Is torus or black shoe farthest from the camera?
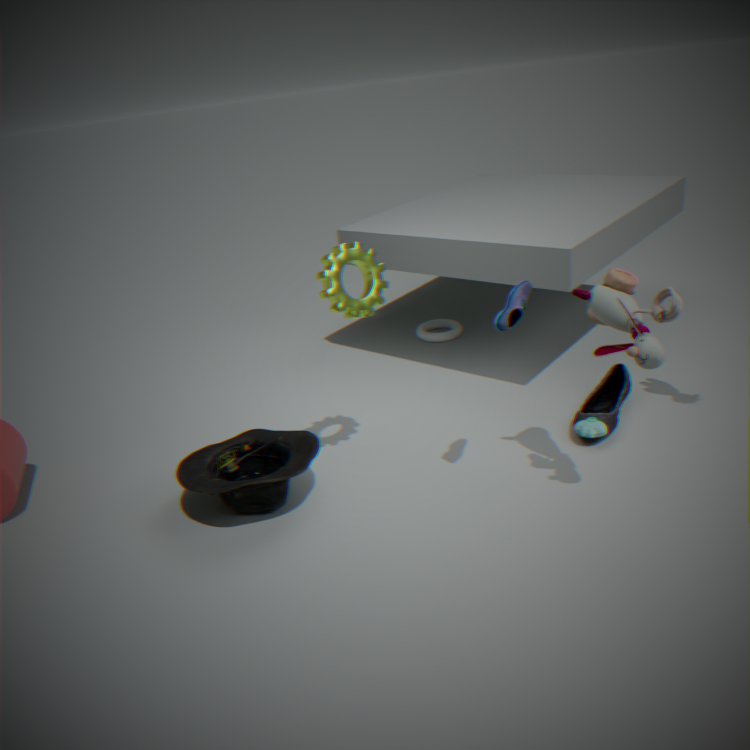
torus
